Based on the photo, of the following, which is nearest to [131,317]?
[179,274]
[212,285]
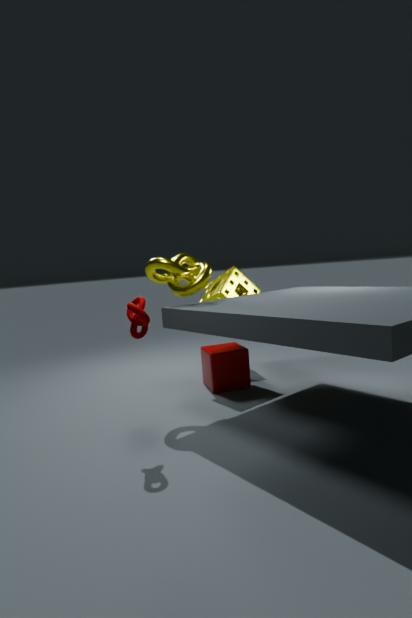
[179,274]
